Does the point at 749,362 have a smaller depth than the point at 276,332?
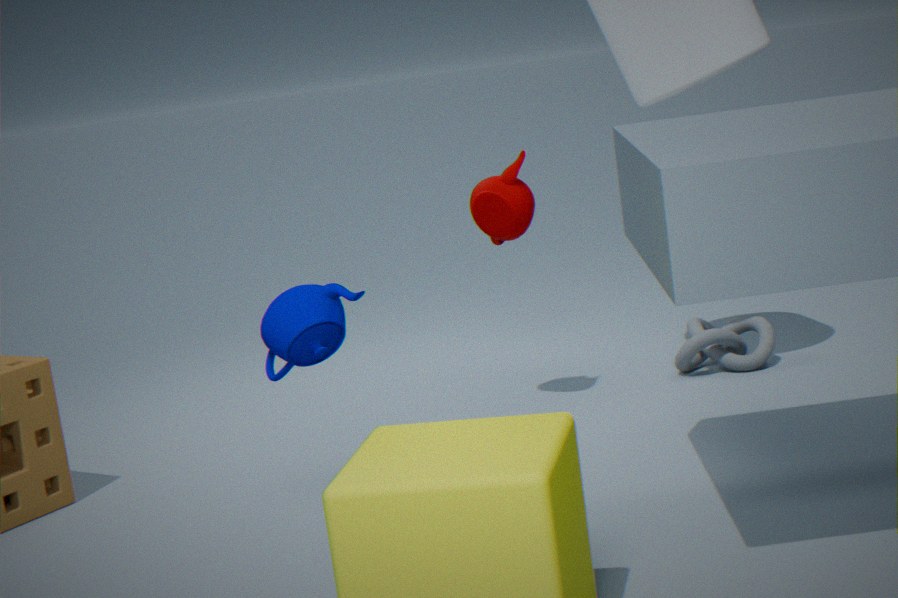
No
